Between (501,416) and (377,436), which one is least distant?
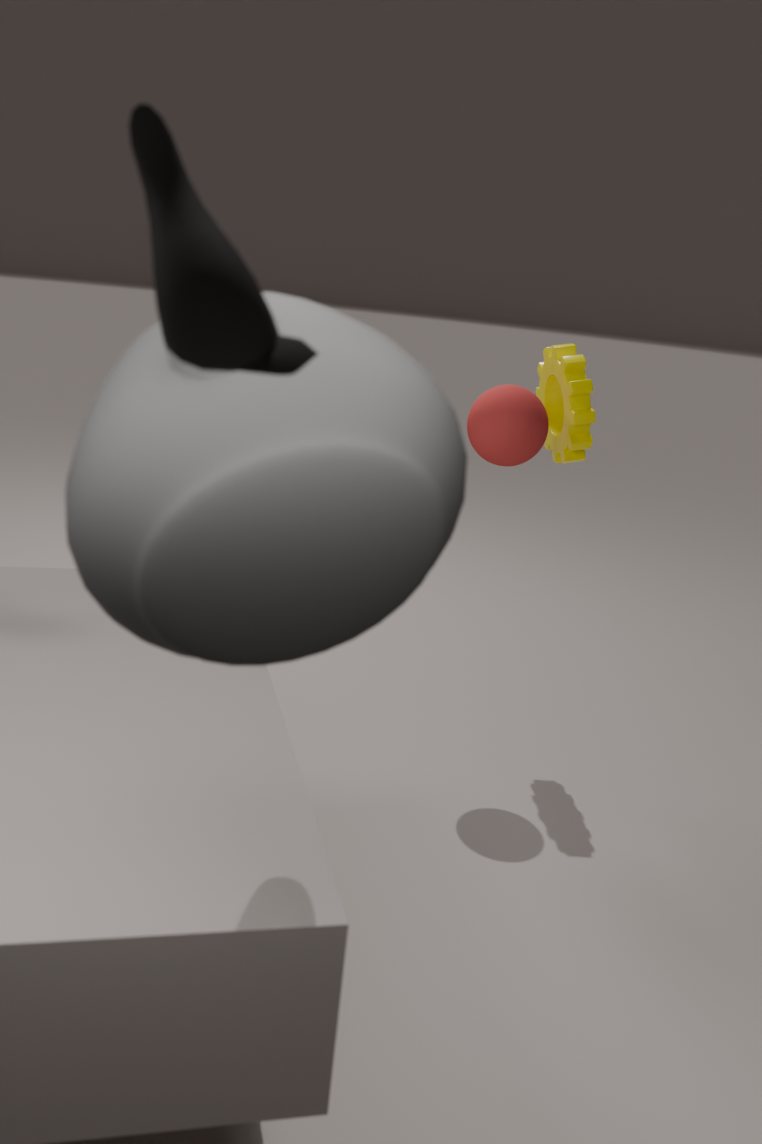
(377,436)
